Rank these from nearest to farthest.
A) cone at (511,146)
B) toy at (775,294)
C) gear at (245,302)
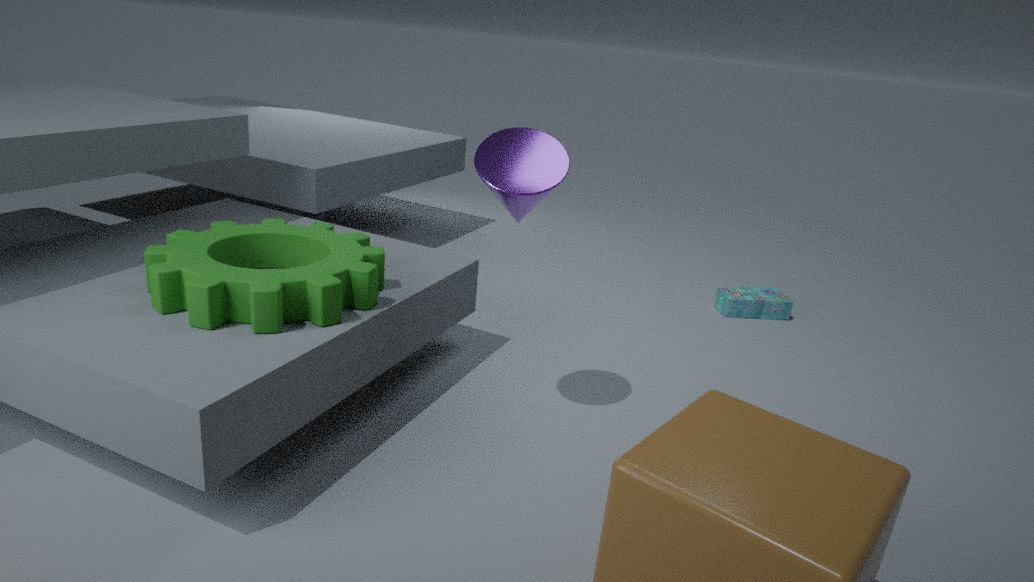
1. gear at (245,302)
2. cone at (511,146)
3. toy at (775,294)
